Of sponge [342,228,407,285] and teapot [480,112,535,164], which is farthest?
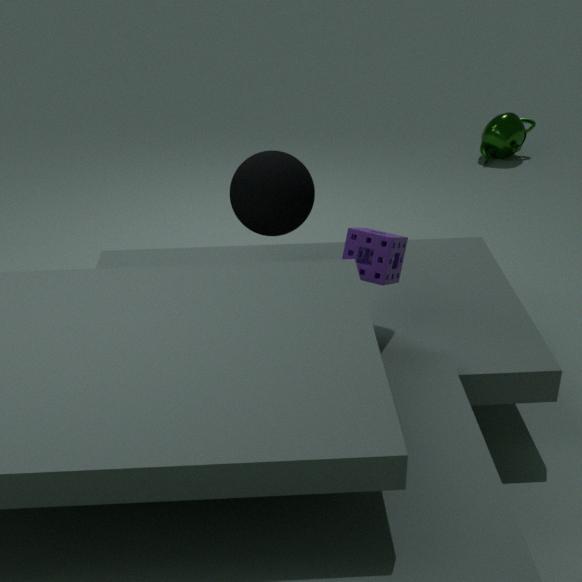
teapot [480,112,535,164]
